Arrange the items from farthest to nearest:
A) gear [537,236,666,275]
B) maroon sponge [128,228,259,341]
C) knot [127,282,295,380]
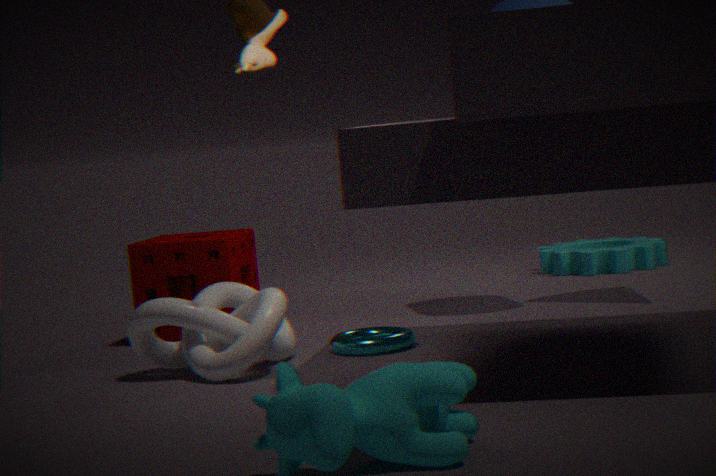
A. gear [537,236,666,275]
B. maroon sponge [128,228,259,341]
C. knot [127,282,295,380]
